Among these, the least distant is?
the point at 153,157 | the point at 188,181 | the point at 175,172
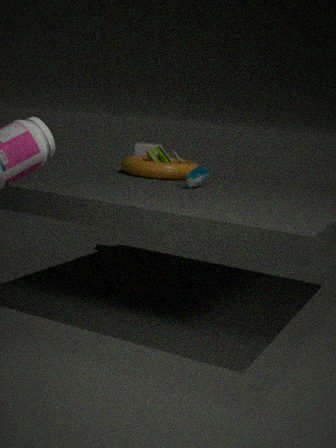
the point at 188,181
